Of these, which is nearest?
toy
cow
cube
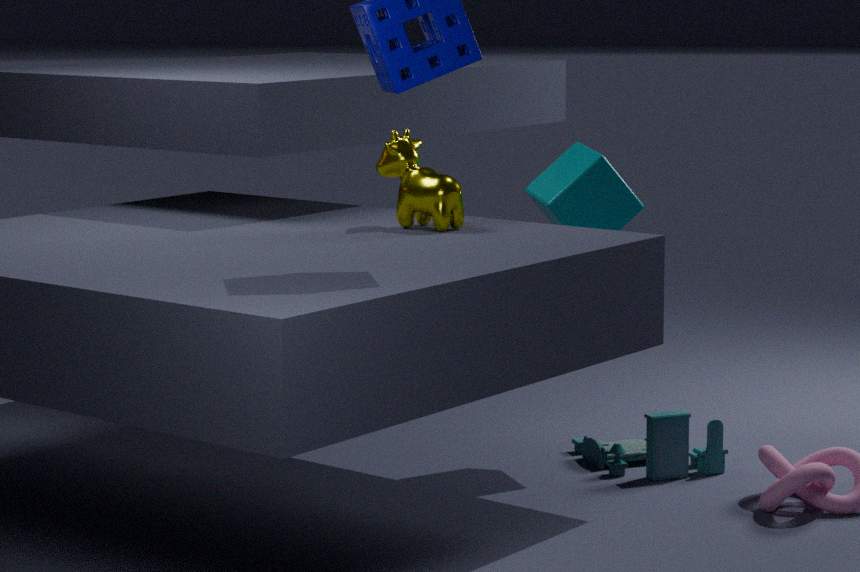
cow
